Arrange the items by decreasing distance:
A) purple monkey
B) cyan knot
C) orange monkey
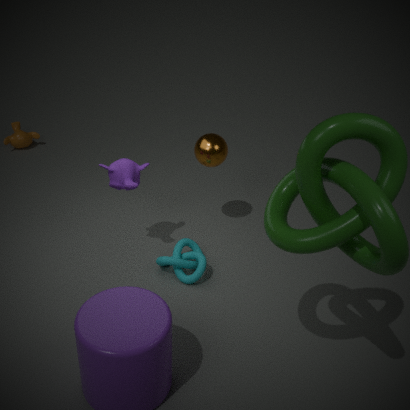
orange monkey
cyan knot
purple monkey
